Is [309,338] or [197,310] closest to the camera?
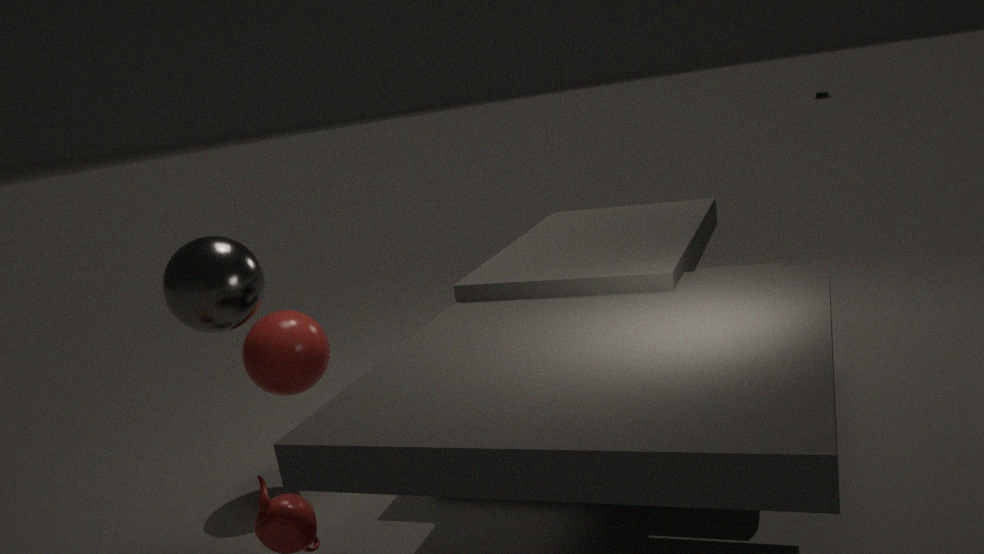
[197,310]
